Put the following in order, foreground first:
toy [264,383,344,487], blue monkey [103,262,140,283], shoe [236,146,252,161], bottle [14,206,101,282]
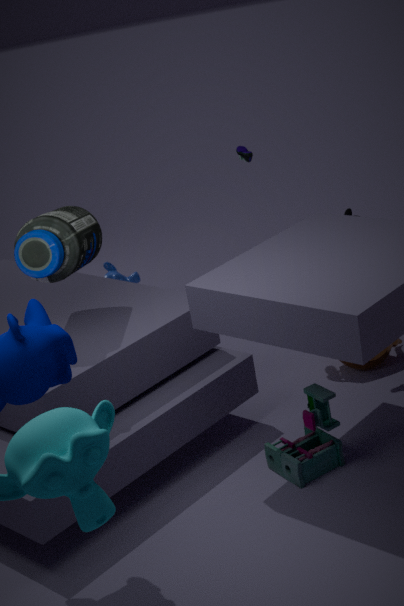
toy [264,383,344,487] < bottle [14,206,101,282] < shoe [236,146,252,161] < blue monkey [103,262,140,283]
